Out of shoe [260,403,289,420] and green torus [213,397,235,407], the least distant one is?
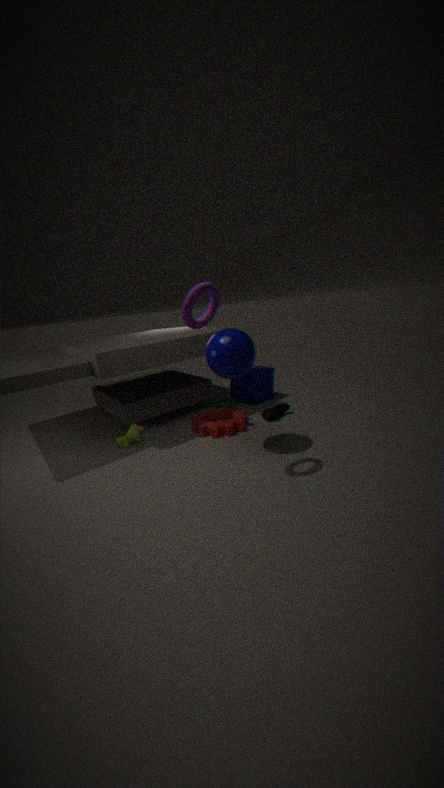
shoe [260,403,289,420]
